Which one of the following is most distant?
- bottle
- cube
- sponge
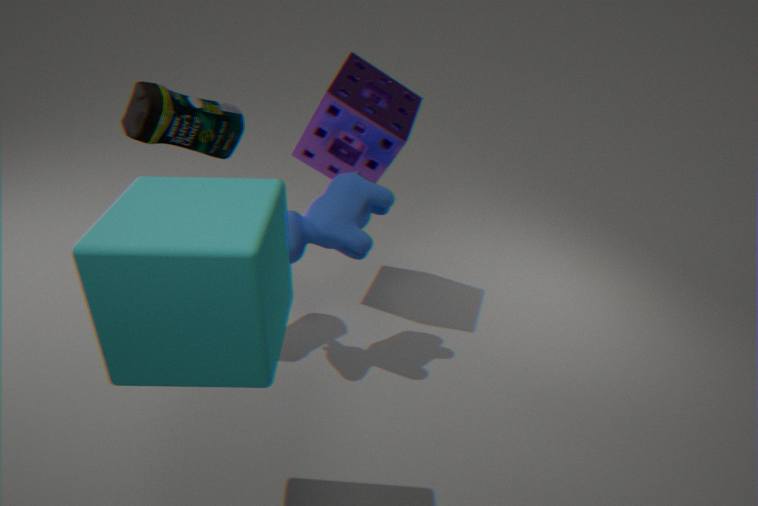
sponge
